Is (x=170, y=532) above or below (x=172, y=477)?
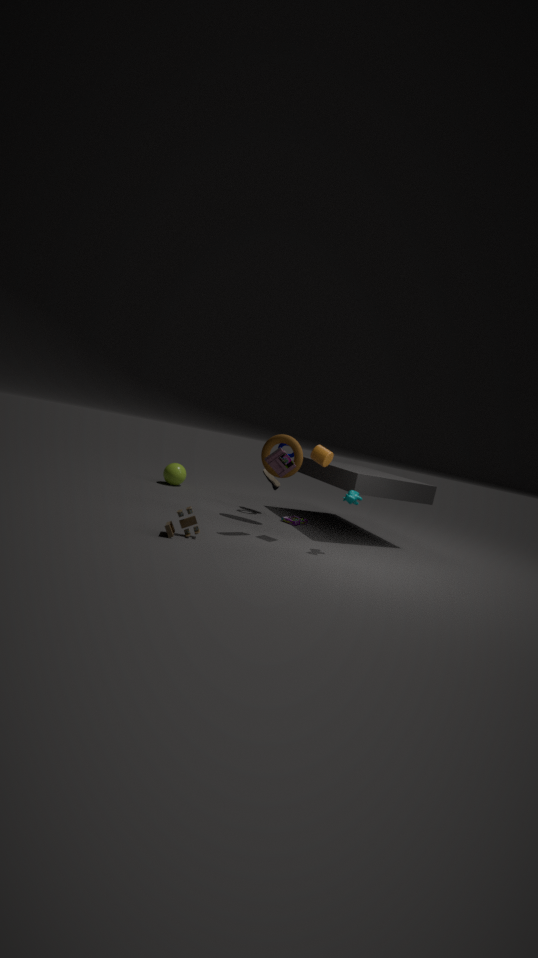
below
